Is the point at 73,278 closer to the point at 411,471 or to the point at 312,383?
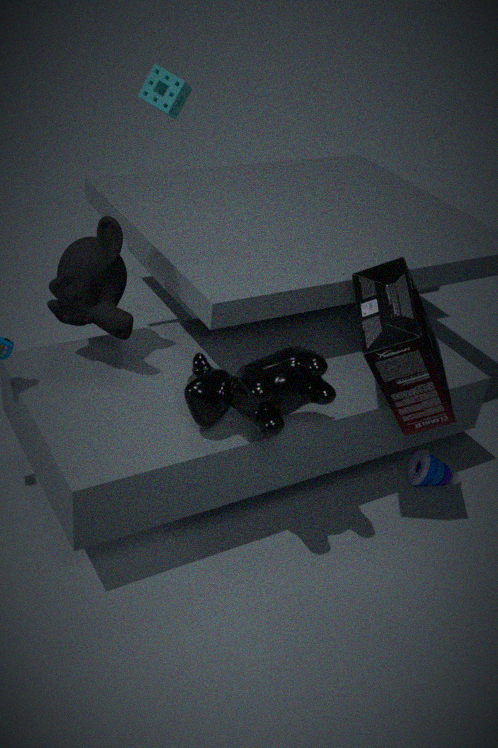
the point at 312,383
